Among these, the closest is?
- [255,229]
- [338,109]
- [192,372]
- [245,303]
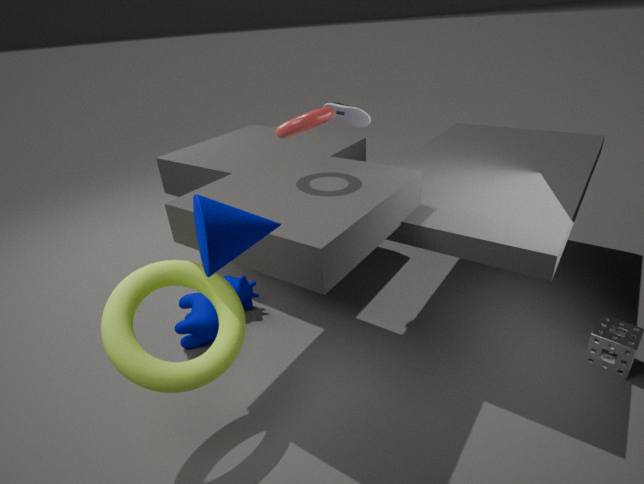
[255,229]
